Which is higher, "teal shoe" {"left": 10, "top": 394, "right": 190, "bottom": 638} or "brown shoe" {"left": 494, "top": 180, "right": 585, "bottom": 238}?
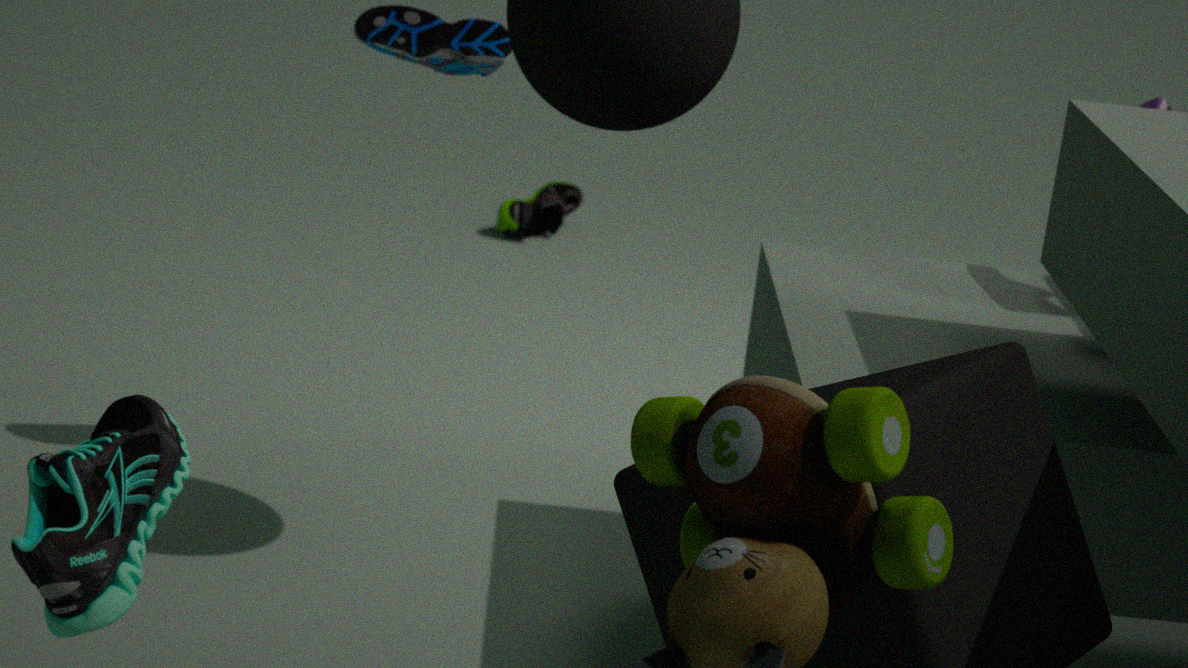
"teal shoe" {"left": 10, "top": 394, "right": 190, "bottom": 638}
